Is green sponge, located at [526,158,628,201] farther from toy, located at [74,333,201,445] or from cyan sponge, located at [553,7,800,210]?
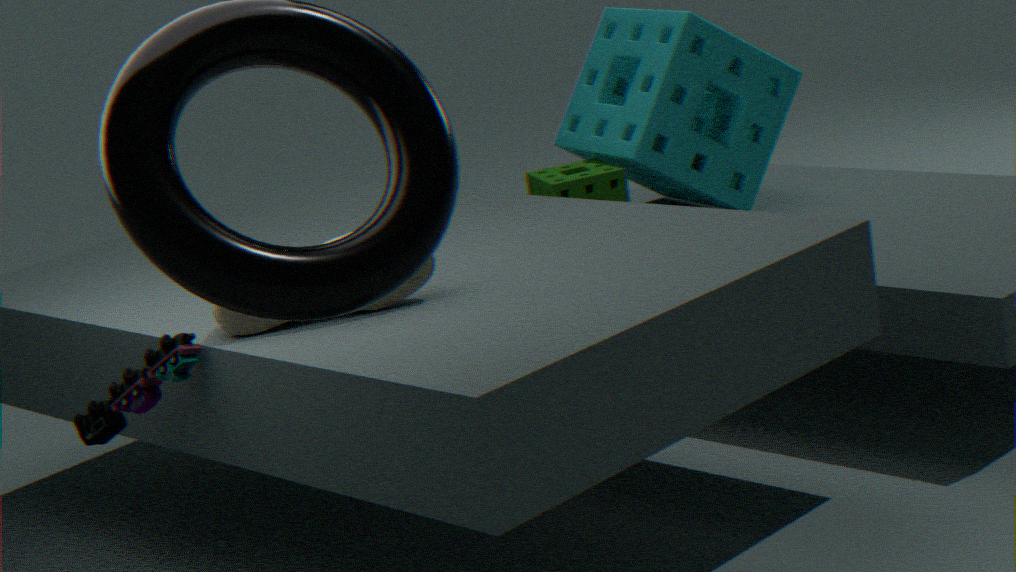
toy, located at [74,333,201,445]
